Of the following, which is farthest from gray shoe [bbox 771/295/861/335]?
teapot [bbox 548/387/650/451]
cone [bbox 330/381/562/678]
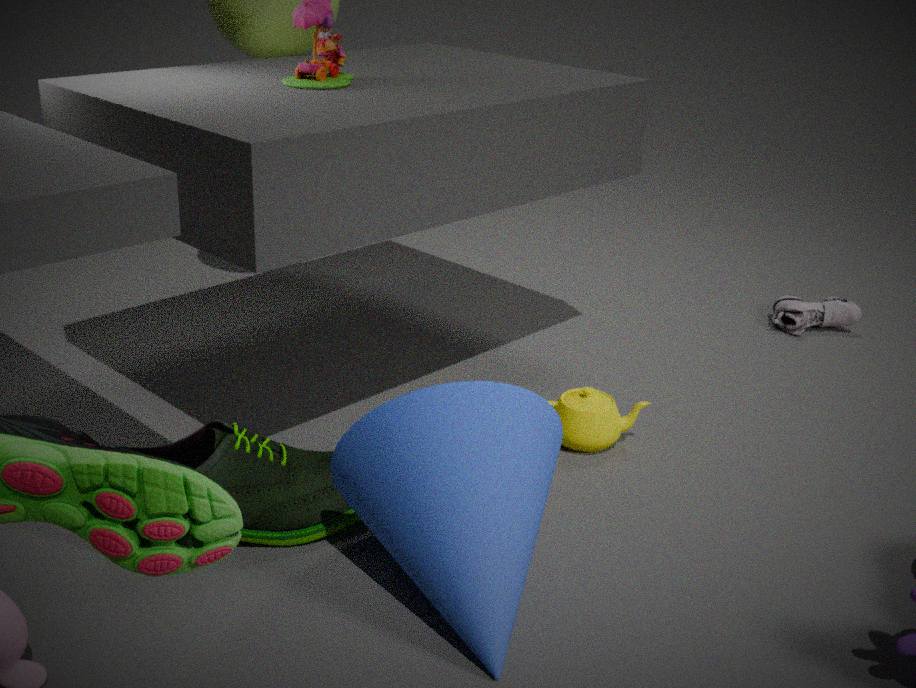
cone [bbox 330/381/562/678]
